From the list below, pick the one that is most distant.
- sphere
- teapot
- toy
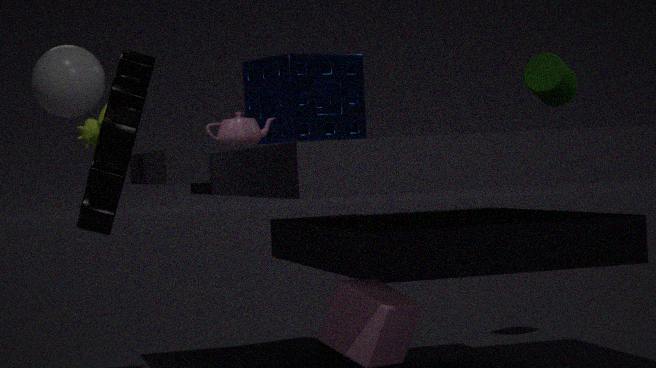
toy
